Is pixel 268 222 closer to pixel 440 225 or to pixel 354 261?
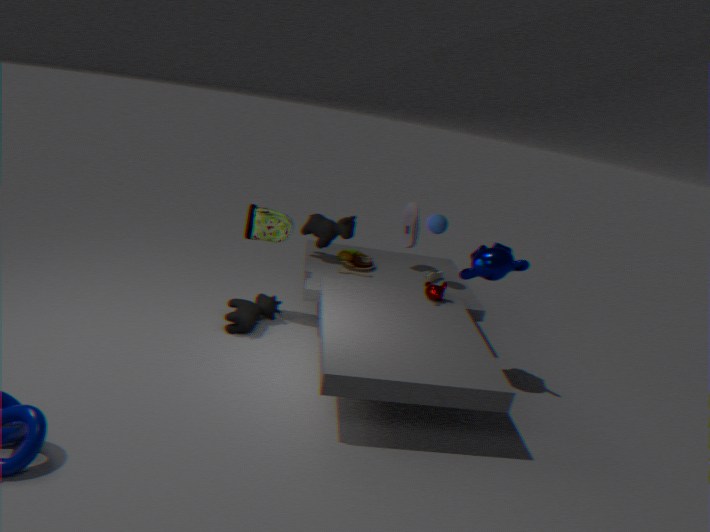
pixel 354 261
